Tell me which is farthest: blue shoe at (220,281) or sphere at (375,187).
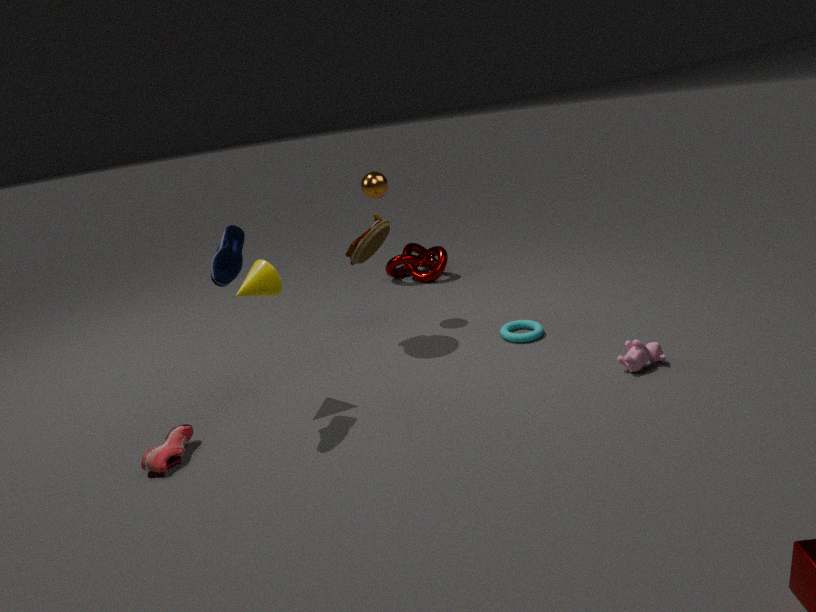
sphere at (375,187)
